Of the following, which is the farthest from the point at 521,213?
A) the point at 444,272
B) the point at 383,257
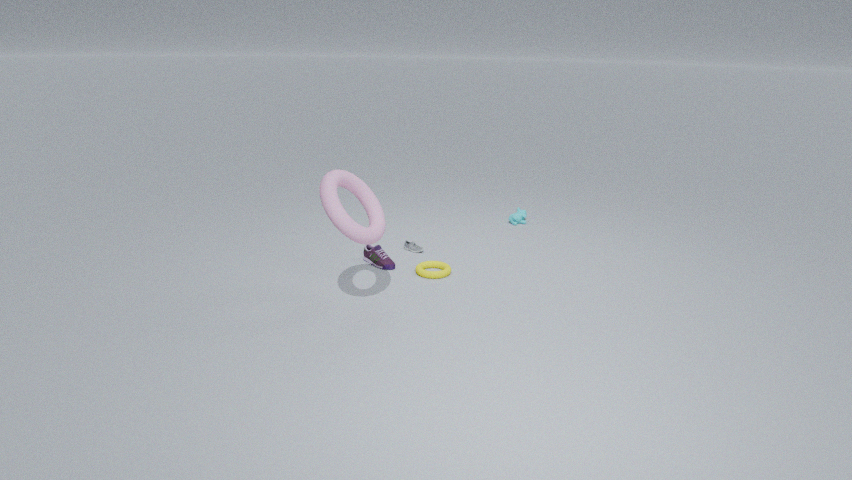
the point at 383,257
